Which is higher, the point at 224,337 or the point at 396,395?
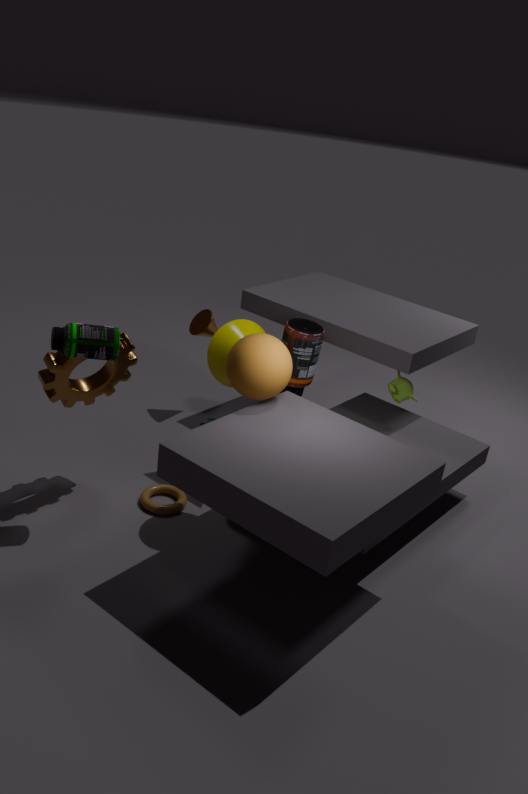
the point at 224,337
